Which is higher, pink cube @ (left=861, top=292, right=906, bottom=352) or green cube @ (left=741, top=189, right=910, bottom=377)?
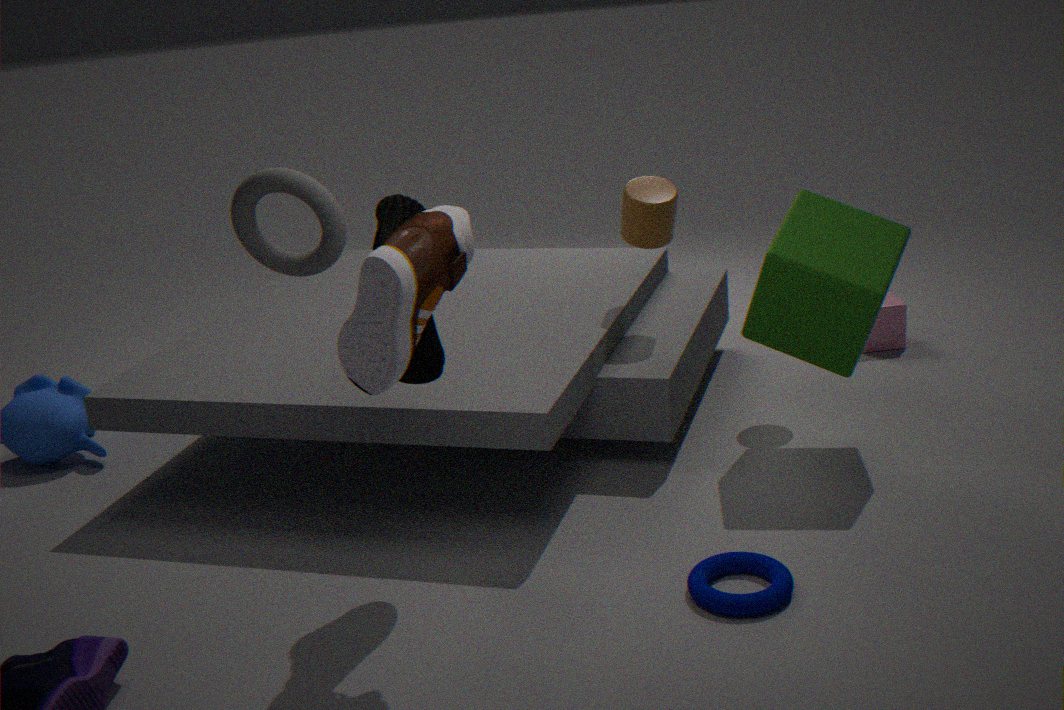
green cube @ (left=741, top=189, right=910, bottom=377)
